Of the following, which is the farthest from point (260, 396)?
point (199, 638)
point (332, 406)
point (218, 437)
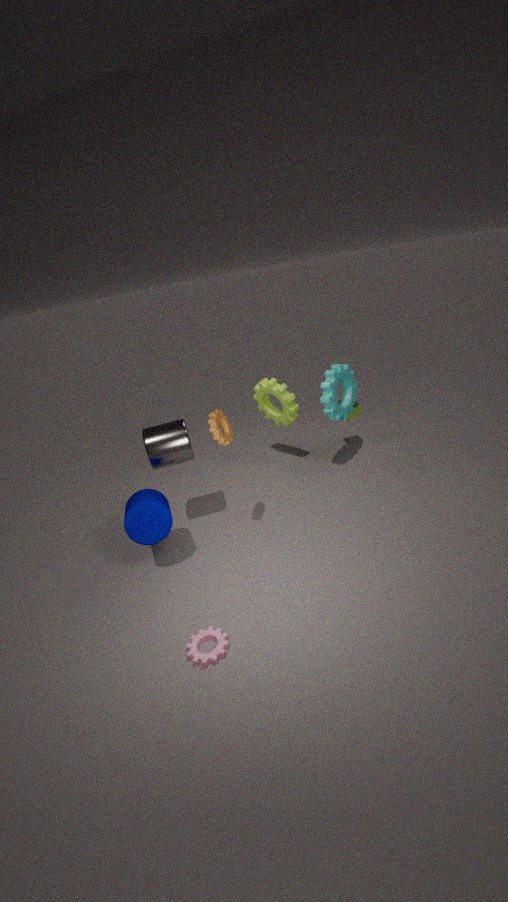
point (199, 638)
